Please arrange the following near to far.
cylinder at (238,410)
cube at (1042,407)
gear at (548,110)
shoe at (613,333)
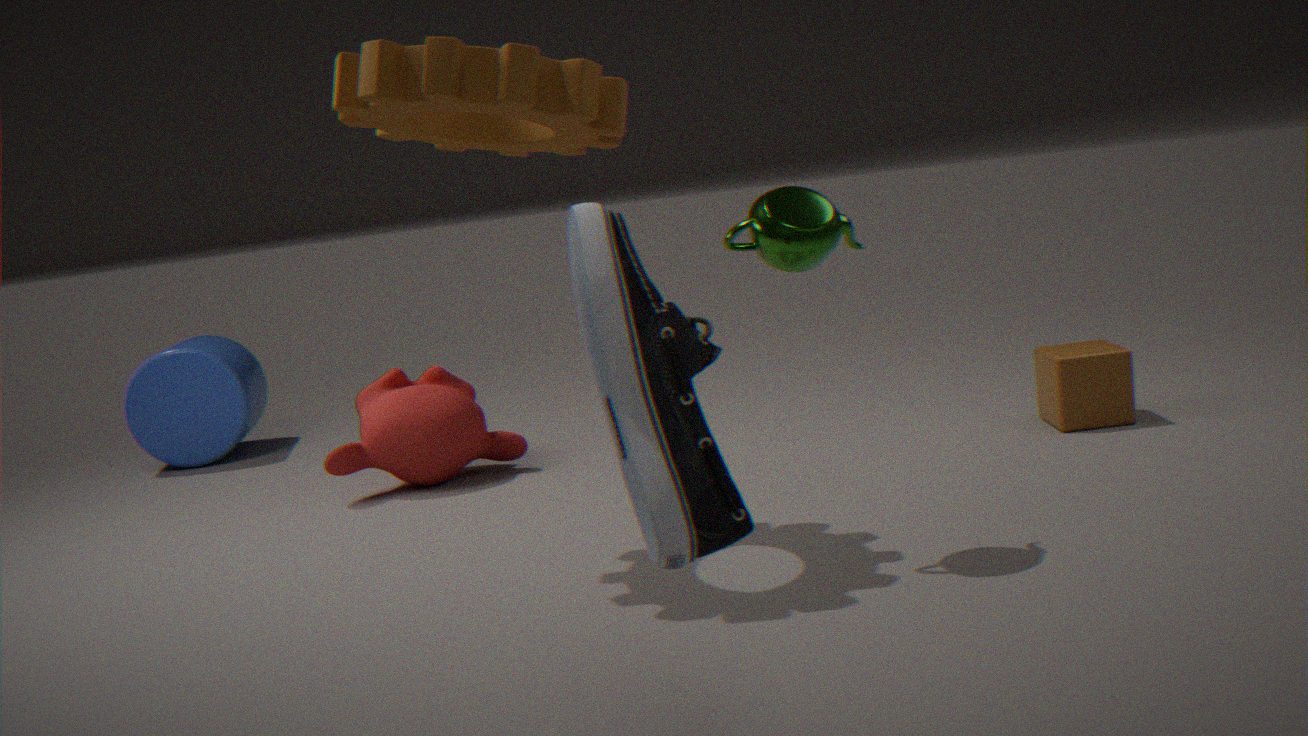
shoe at (613,333) → gear at (548,110) → cube at (1042,407) → cylinder at (238,410)
